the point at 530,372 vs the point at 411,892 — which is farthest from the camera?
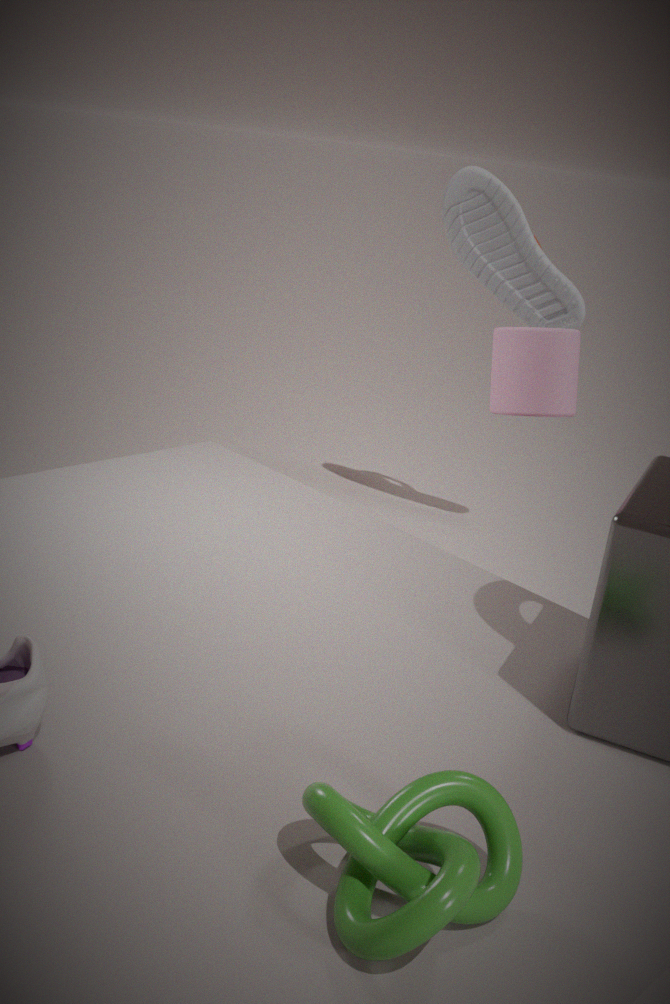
the point at 530,372
